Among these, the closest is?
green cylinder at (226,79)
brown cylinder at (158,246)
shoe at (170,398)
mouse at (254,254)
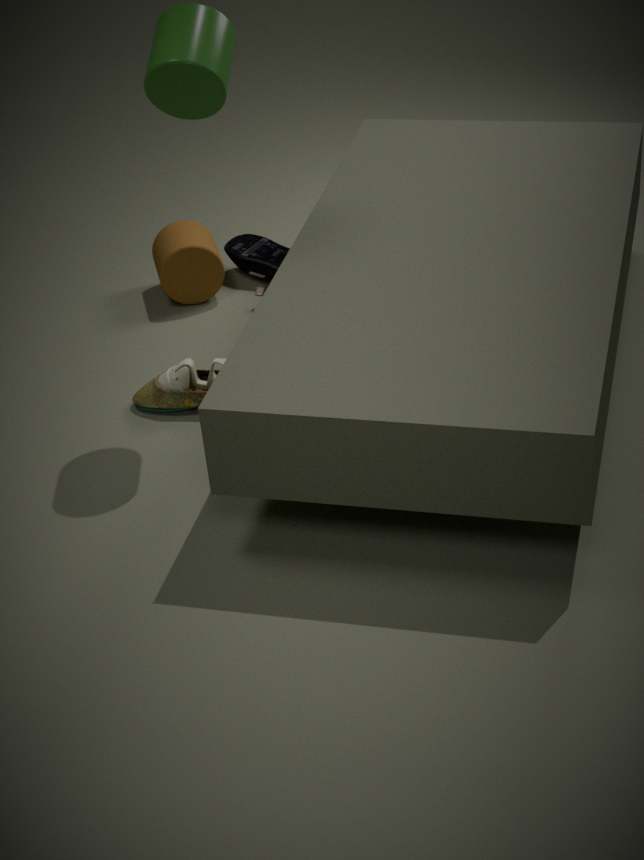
green cylinder at (226,79)
